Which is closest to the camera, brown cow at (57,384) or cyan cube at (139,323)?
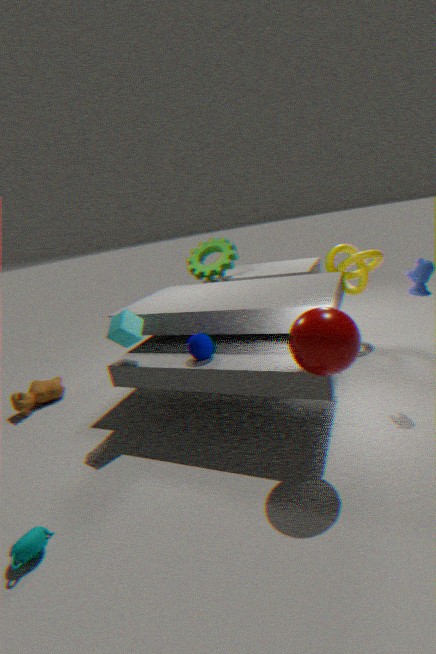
cyan cube at (139,323)
